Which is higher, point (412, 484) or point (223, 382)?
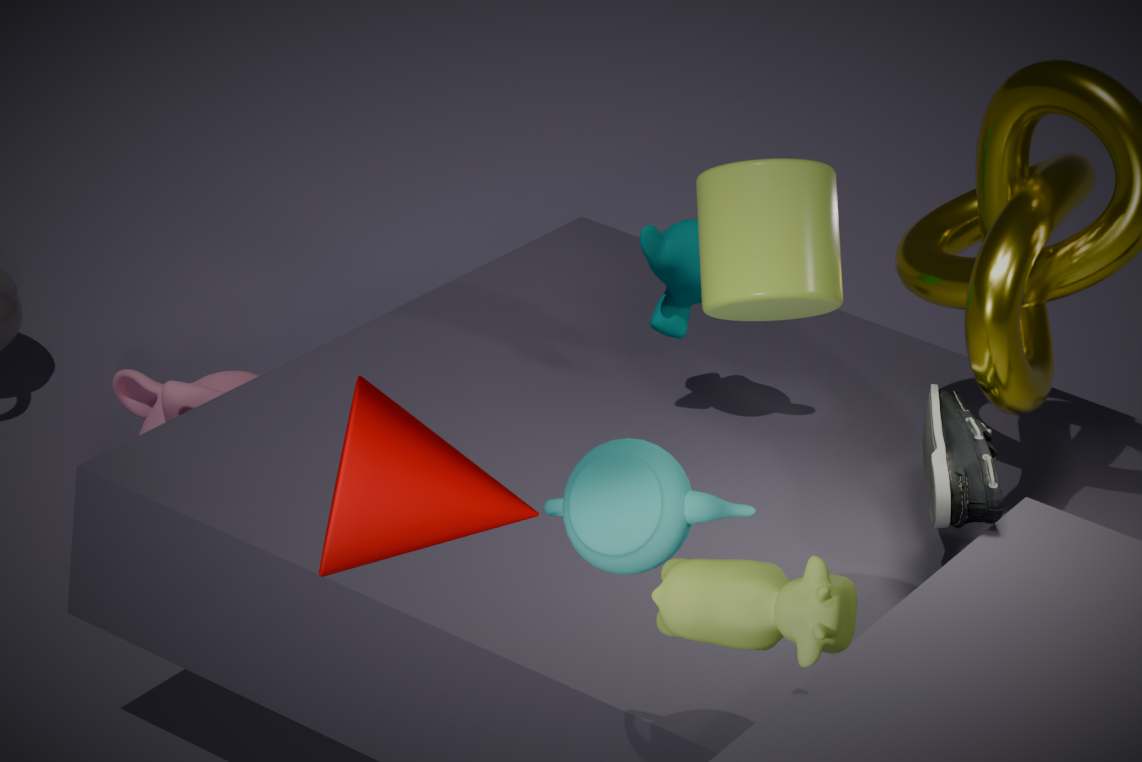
point (412, 484)
